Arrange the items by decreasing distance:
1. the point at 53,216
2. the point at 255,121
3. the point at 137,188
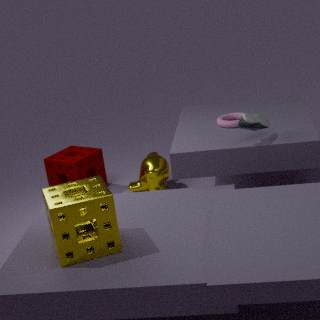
the point at 137,188, the point at 255,121, the point at 53,216
